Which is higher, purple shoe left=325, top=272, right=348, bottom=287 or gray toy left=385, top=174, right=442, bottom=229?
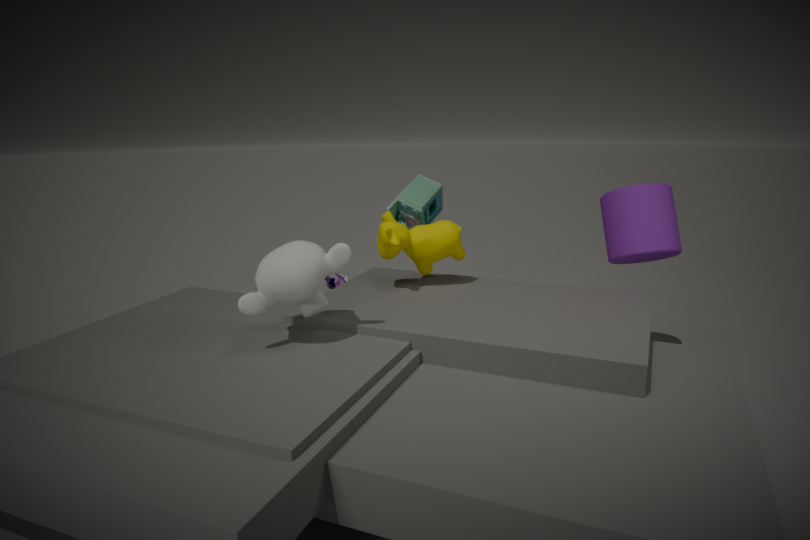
gray toy left=385, top=174, right=442, bottom=229
